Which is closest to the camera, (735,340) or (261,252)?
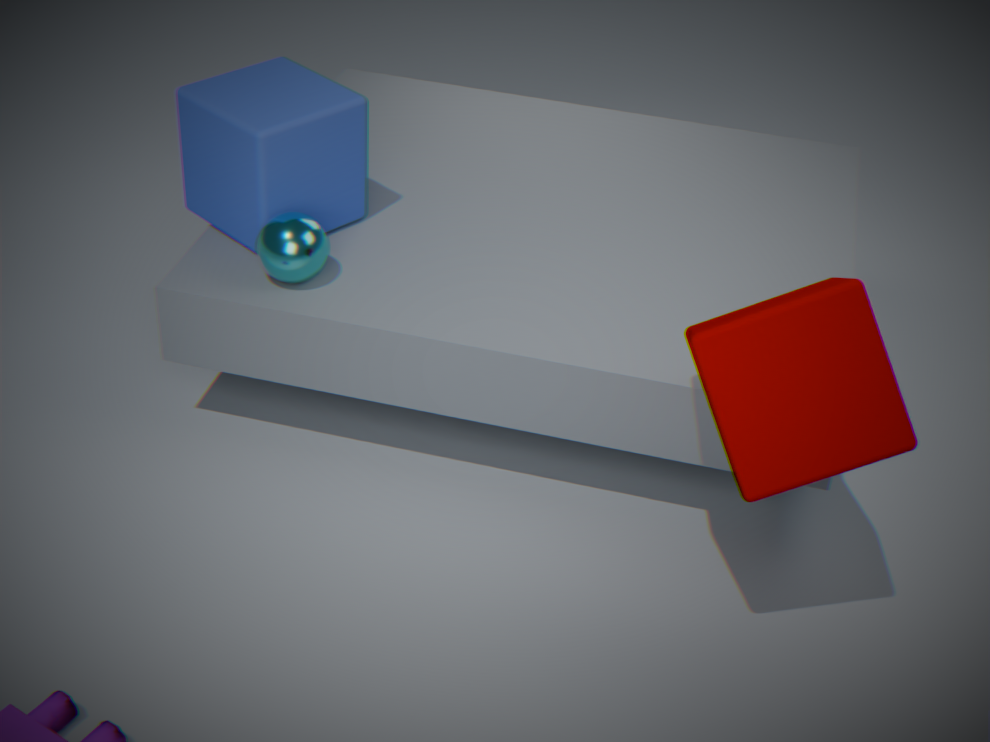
(735,340)
